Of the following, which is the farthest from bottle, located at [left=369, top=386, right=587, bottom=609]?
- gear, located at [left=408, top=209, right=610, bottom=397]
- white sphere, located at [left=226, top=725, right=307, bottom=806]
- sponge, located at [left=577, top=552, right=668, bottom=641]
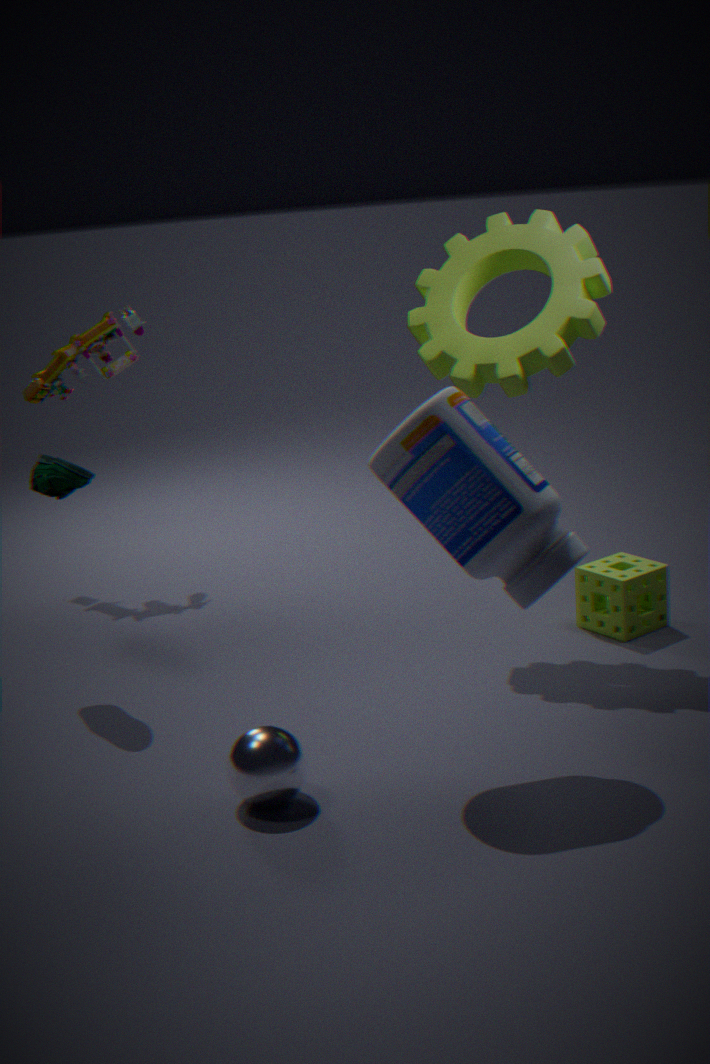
sponge, located at [left=577, top=552, right=668, bottom=641]
